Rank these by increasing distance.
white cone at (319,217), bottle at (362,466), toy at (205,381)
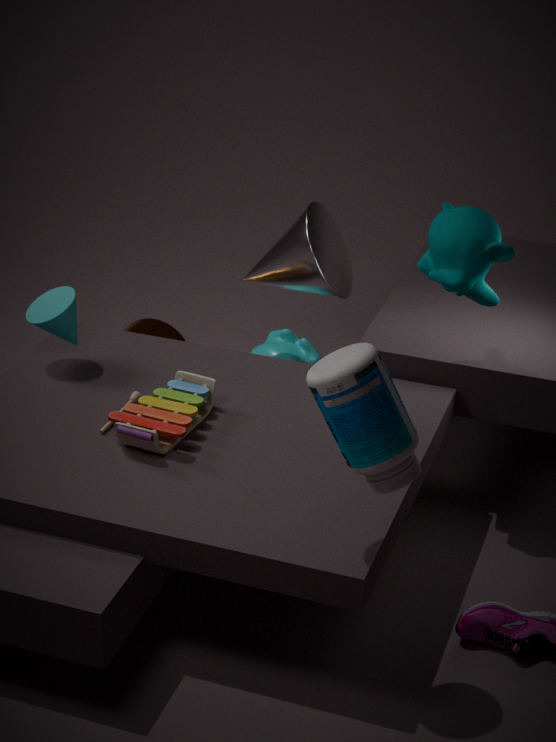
1. bottle at (362,466)
2. toy at (205,381)
3. white cone at (319,217)
